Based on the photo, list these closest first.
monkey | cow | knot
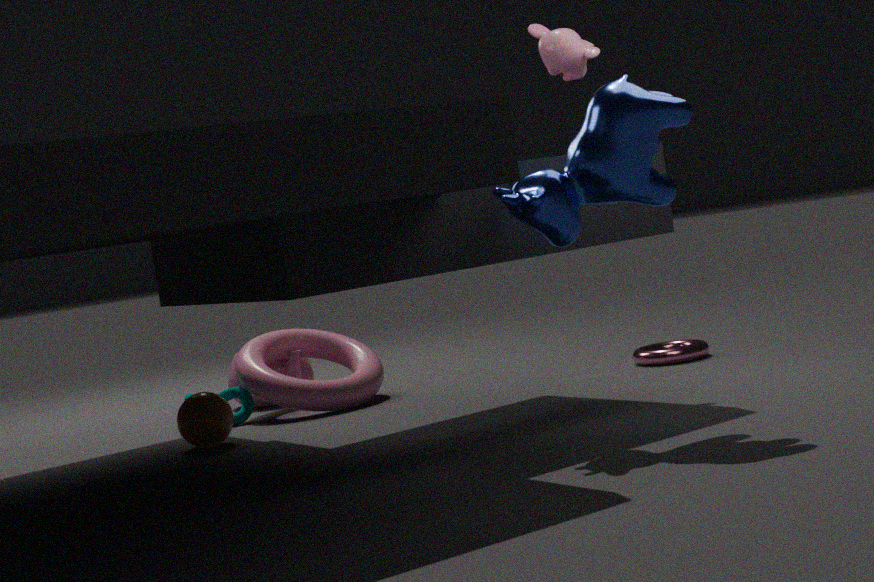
cow < monkey < knot
